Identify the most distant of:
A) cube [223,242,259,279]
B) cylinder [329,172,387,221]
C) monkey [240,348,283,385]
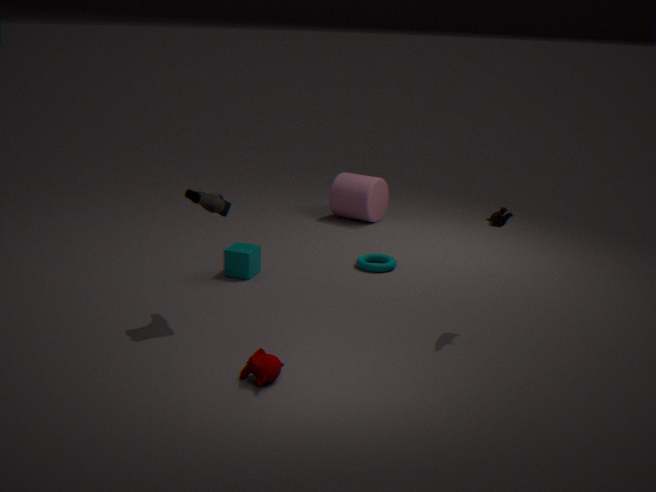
cylinder [329,172,387,221]
